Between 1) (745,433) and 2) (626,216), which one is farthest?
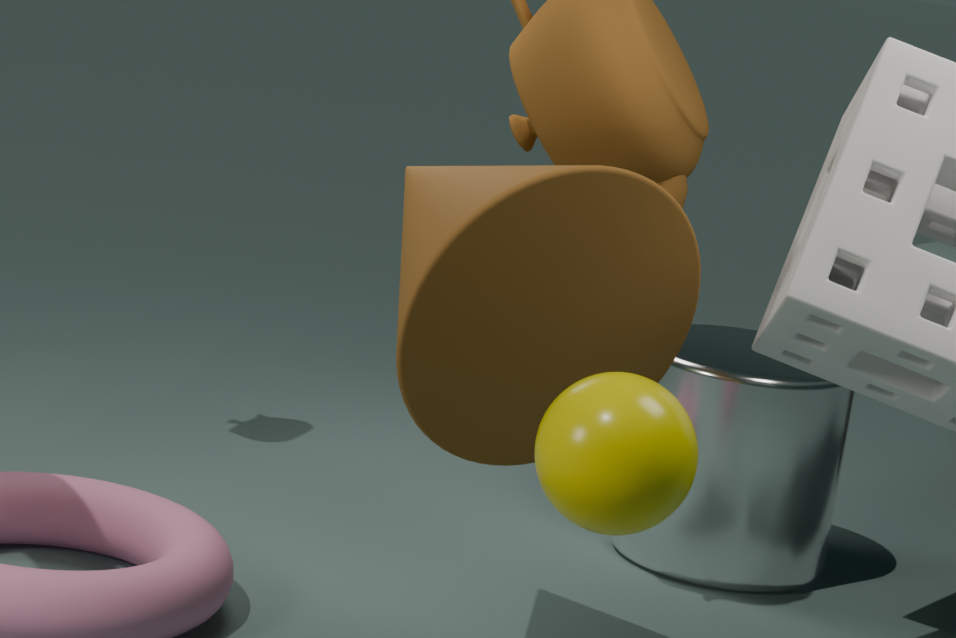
1. (745,433)
